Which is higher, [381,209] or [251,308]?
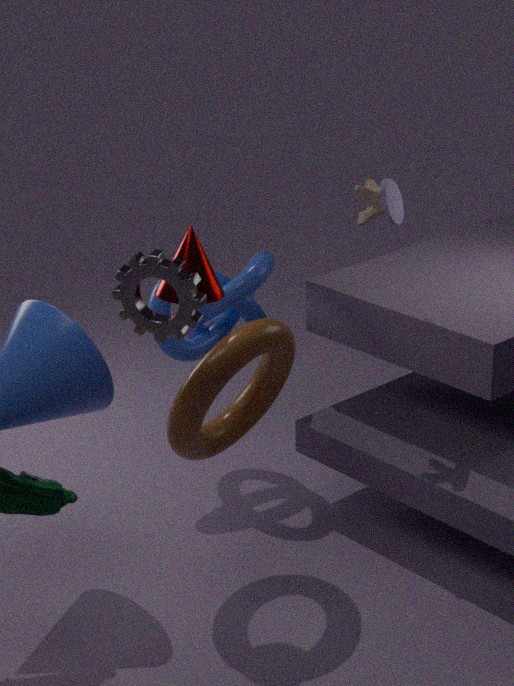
[381,209]
